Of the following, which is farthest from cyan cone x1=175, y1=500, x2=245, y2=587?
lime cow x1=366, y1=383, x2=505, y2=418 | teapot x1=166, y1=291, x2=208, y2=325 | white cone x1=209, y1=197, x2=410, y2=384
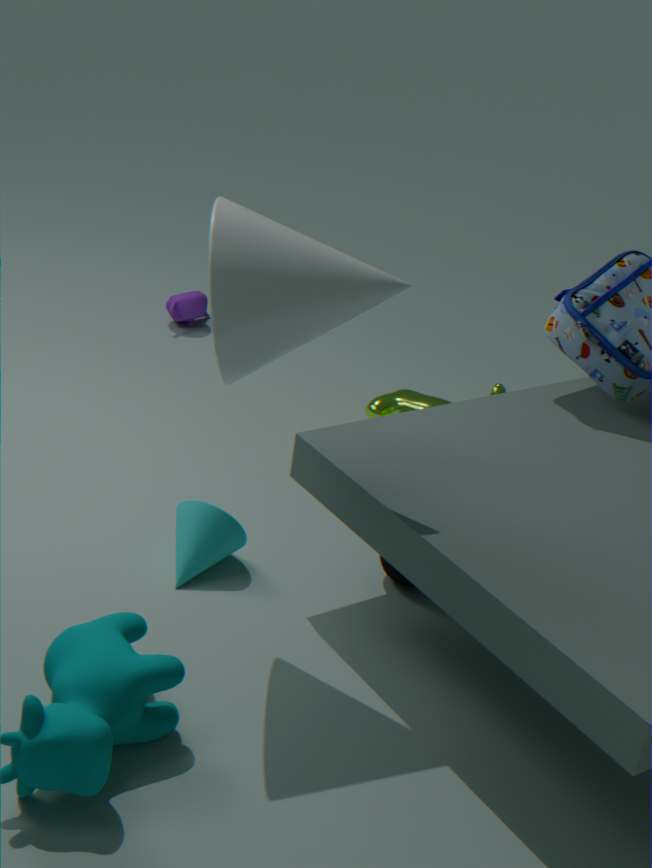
teapot x1=166, y1=291, x2=208, y2=325
